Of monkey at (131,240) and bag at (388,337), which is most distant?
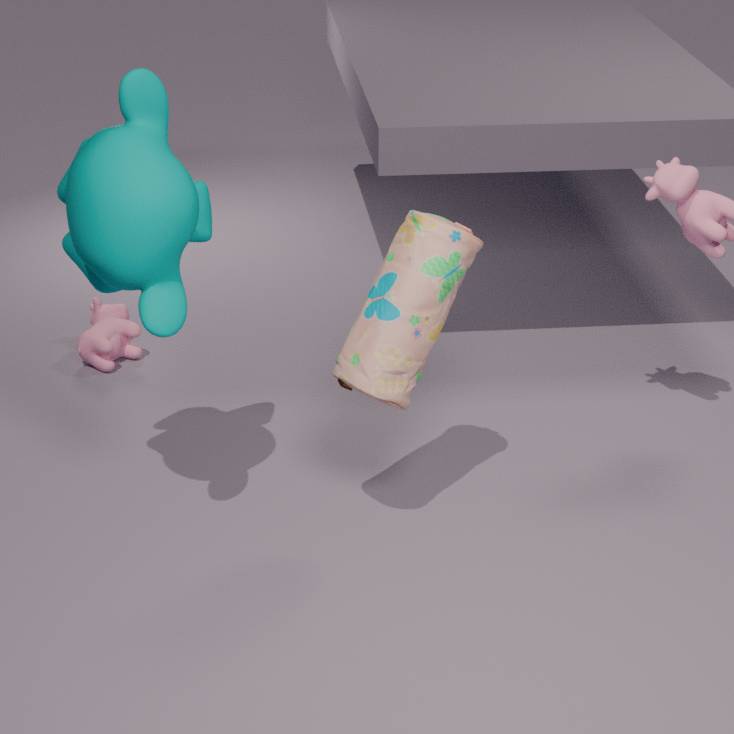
bag at (388,337)
